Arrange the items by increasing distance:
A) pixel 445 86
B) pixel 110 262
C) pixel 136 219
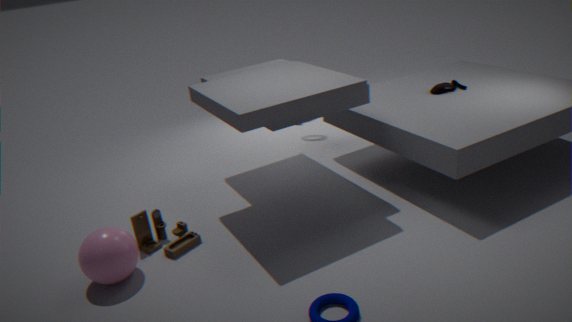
pixel 110 262 < pixel 136 219 < pixel 445 86
